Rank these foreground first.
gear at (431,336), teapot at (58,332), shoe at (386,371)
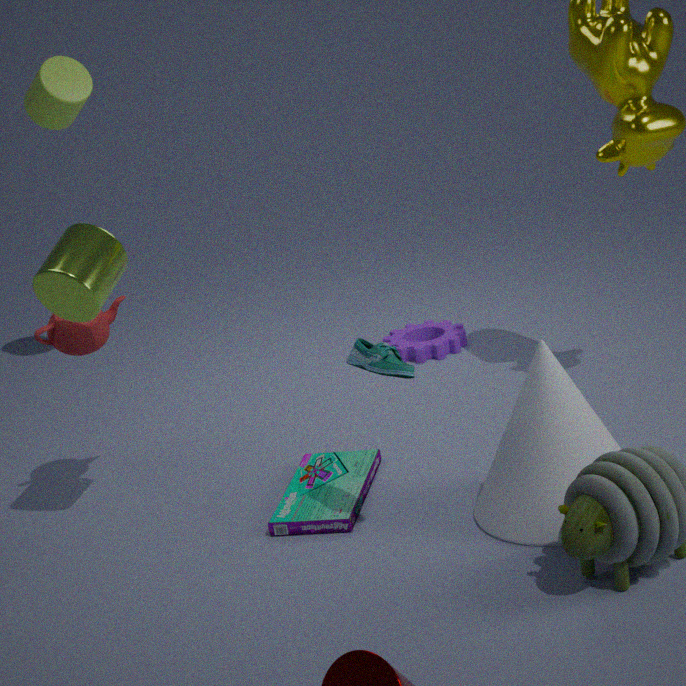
shoe at (386,371), teapot at (58,332), gear at (431,336)
